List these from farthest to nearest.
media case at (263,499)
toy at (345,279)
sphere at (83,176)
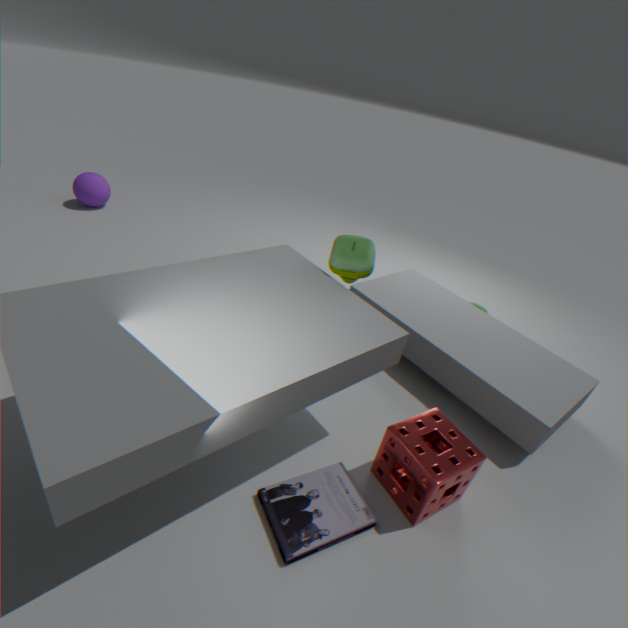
sphere at (83,176)
toy at (345,279)
media case at (263,499)
